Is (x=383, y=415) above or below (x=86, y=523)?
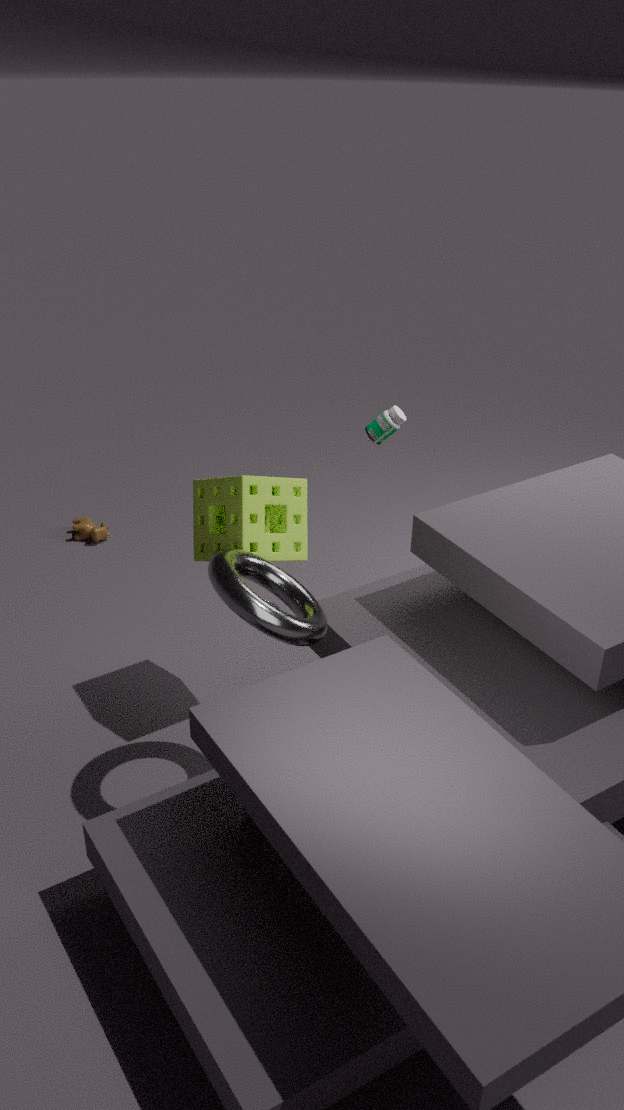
above
